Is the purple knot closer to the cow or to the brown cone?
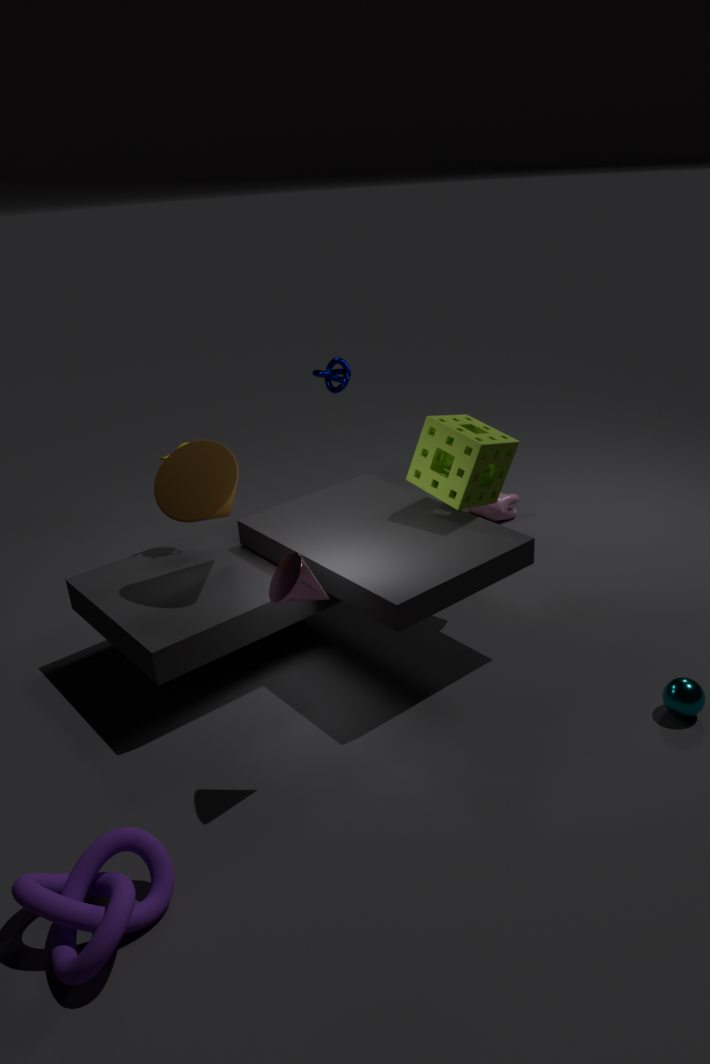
the brown cone
